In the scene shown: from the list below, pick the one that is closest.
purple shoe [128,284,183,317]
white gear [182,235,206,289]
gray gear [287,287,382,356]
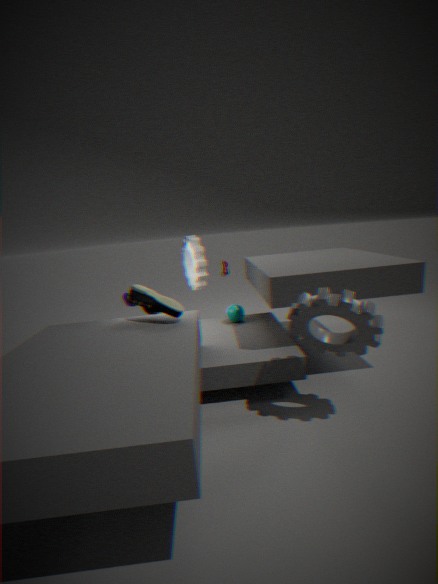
gray gear [287,287,382,356]
